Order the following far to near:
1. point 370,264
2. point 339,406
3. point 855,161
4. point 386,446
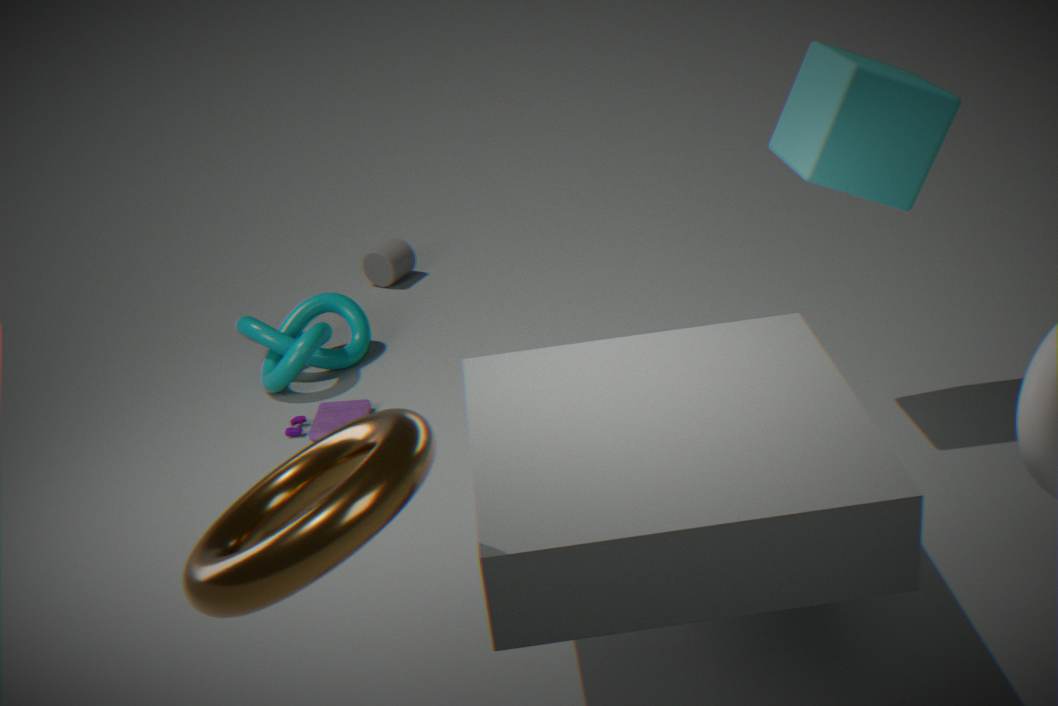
point 370,264 < point 339,406 < point 855,161 < point 386,446
